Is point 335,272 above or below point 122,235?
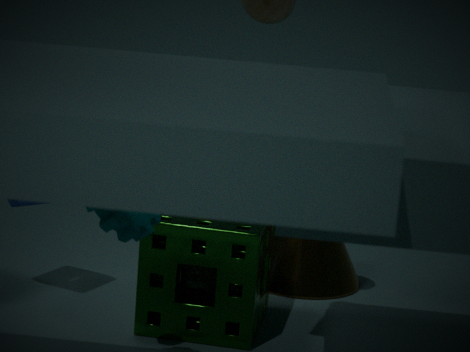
below
